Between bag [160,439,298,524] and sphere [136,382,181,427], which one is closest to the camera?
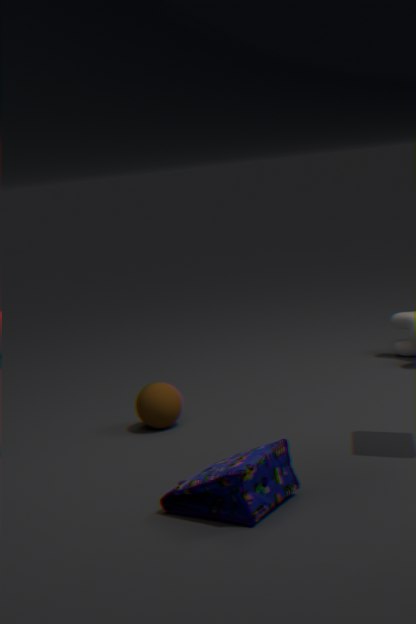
bag [160,439,298,524]
